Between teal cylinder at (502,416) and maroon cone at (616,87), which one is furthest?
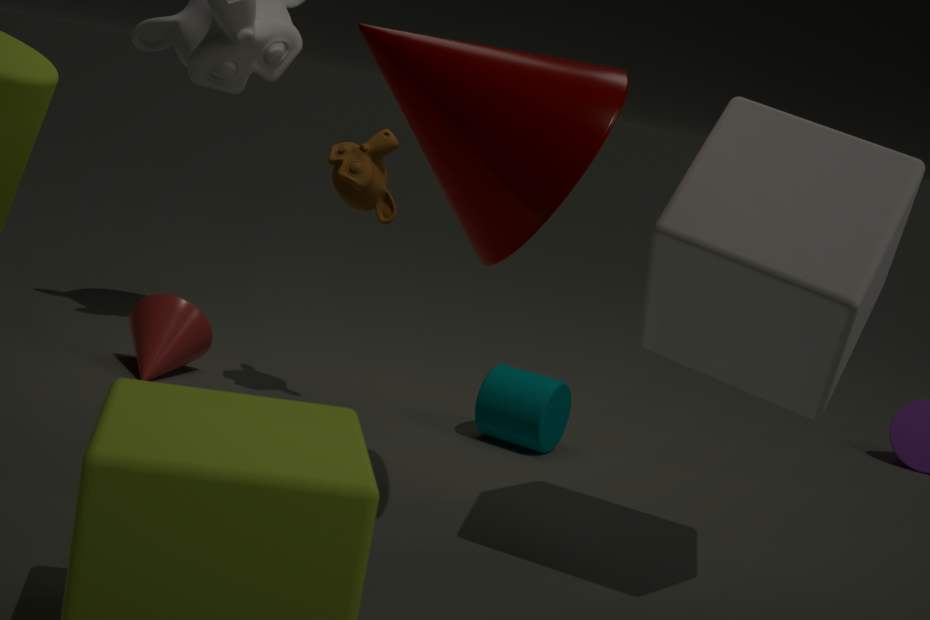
teal cylinder at (502,416)
